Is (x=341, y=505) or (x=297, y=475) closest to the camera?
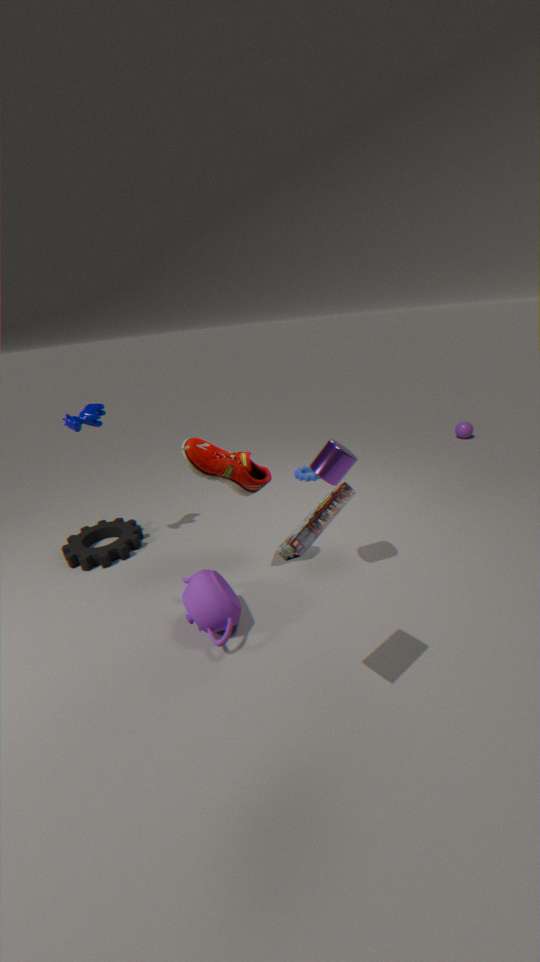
(x=341, y=505)
